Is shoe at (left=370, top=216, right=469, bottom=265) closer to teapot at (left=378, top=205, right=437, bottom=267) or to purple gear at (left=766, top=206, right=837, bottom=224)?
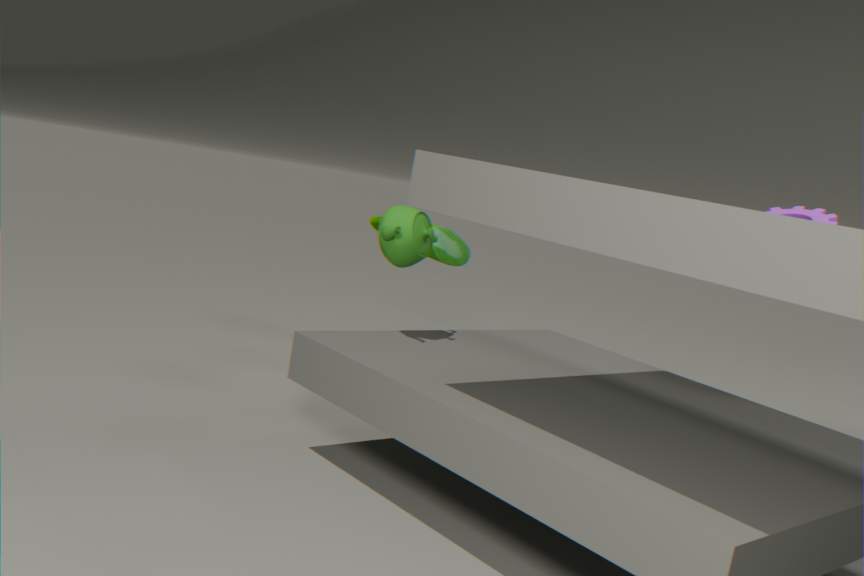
teapot at (left=378, top=205, right=437, bottom=267)
